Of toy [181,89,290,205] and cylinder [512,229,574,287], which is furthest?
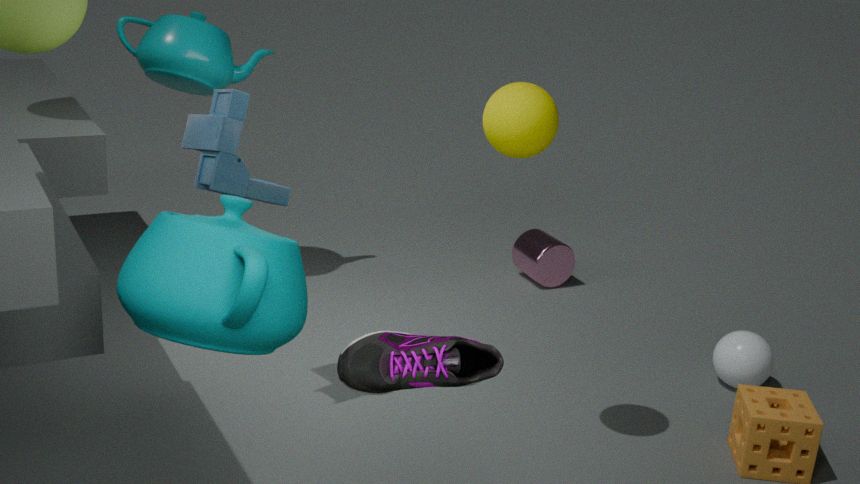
cylinder [512,229,574,287]
